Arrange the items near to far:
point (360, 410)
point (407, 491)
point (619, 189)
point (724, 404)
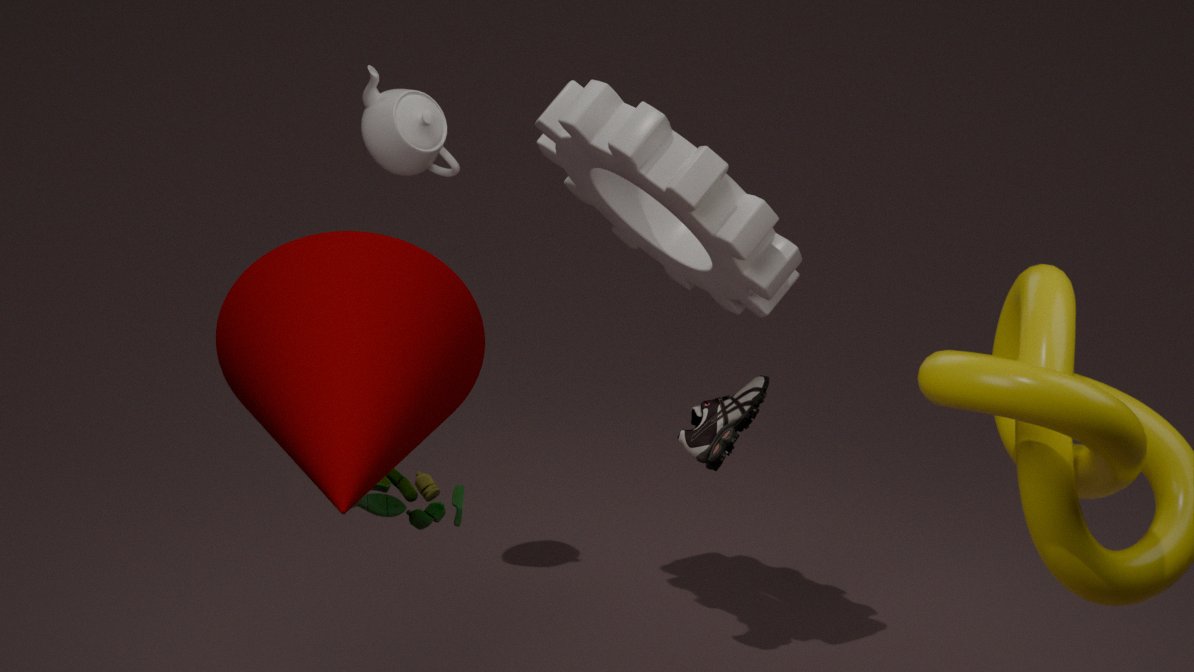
point (360, 410) → point (407, 491) → point (724, 404) → point (619, 189)
